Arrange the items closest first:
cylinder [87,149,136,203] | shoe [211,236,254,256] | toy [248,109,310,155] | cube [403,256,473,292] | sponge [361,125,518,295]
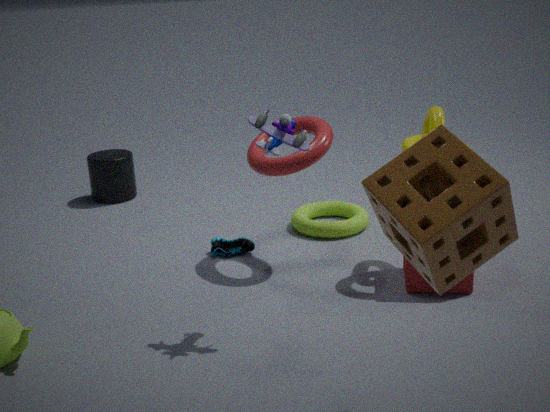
sponge [361,125,518,295] < toy [248,109,310,155] < cube [403,256,473,292] < shoe [211,236,254,256] < cylinder [87,149,136,203]
